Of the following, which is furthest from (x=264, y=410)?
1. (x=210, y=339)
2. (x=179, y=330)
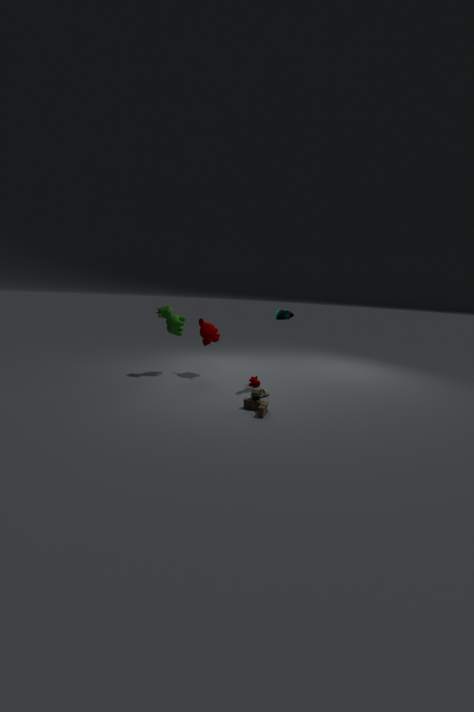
(x=179, y=330)
